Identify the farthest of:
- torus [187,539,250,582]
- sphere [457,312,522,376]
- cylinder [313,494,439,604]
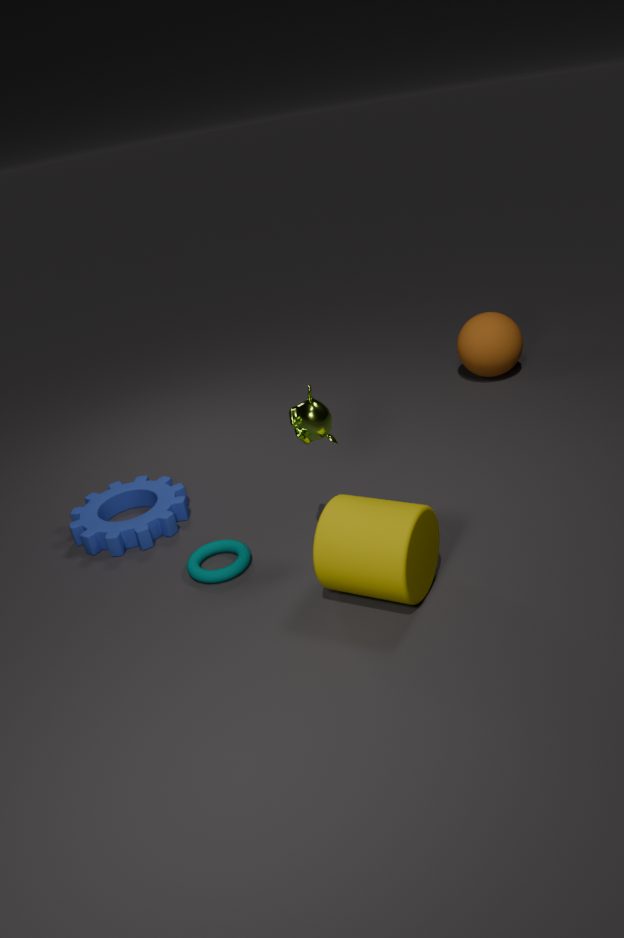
sphere [457,312,522,376]
